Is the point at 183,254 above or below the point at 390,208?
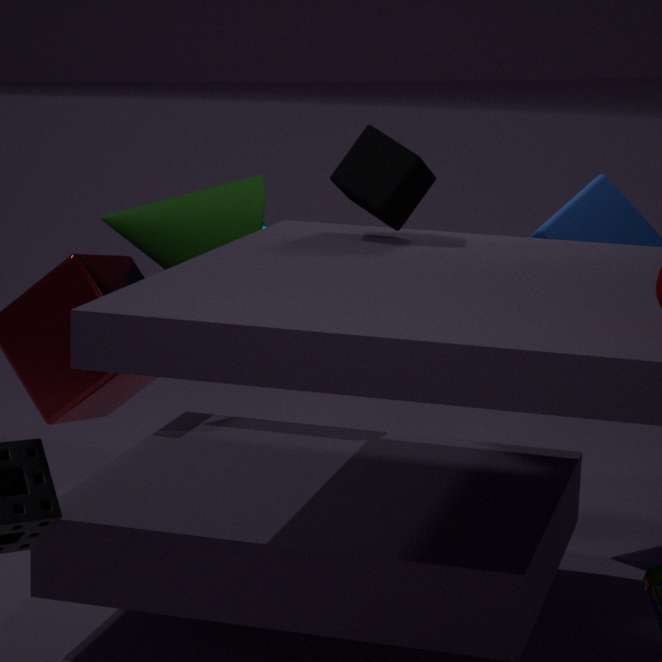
below
